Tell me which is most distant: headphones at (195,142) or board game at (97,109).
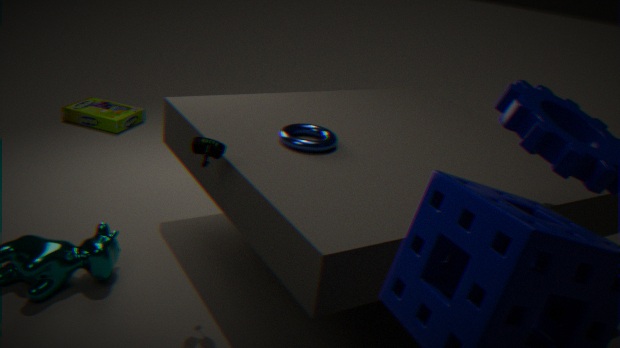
board game at (97,109)
